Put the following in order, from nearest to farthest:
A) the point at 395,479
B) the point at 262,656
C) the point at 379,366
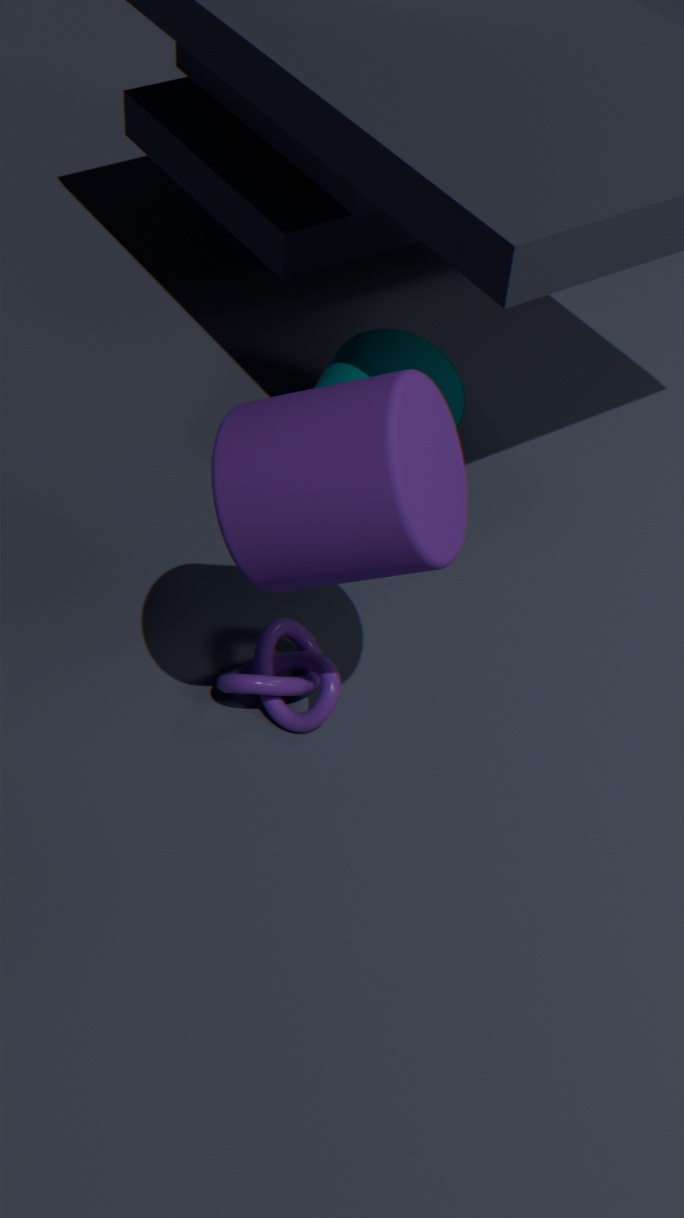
the point at 395,479, the point at 262,656, the point at 379,366
